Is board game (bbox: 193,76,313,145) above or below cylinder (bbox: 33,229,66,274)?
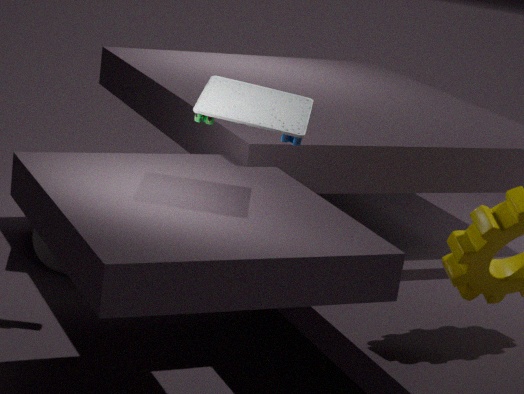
above
